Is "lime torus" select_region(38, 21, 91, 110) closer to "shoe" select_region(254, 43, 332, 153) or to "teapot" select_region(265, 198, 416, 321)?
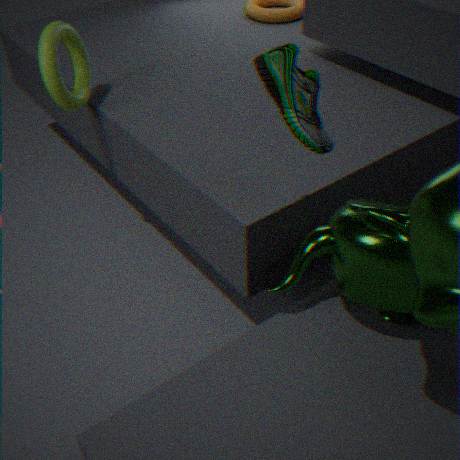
"shoe" select_region(254, 43, 332, 153)
